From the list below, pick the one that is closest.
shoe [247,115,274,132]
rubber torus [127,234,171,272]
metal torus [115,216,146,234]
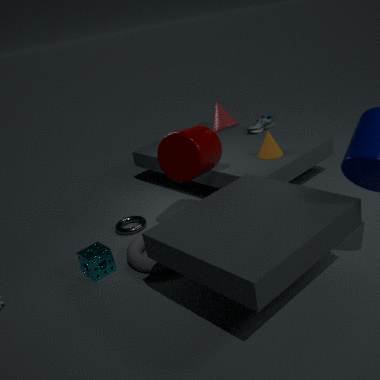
rubber torus [127,234,171,272]
